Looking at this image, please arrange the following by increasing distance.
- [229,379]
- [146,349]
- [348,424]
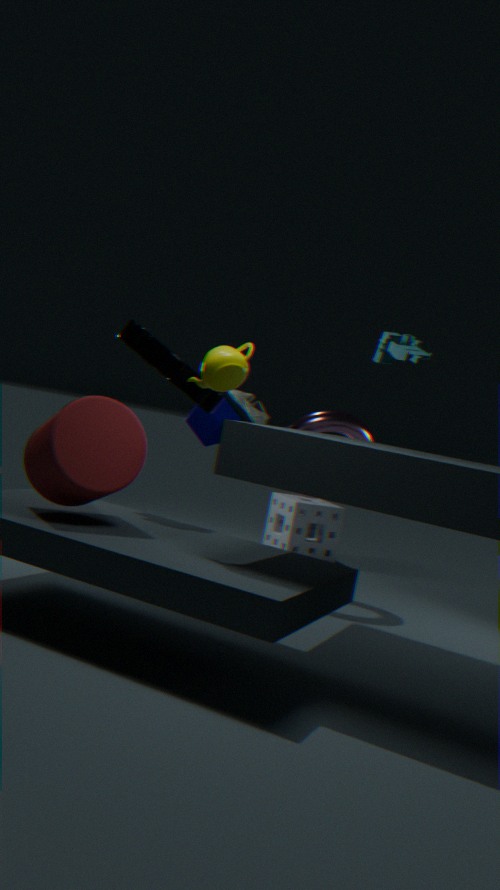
1. [229,379]
2. [146,349]
3. [348,424]
